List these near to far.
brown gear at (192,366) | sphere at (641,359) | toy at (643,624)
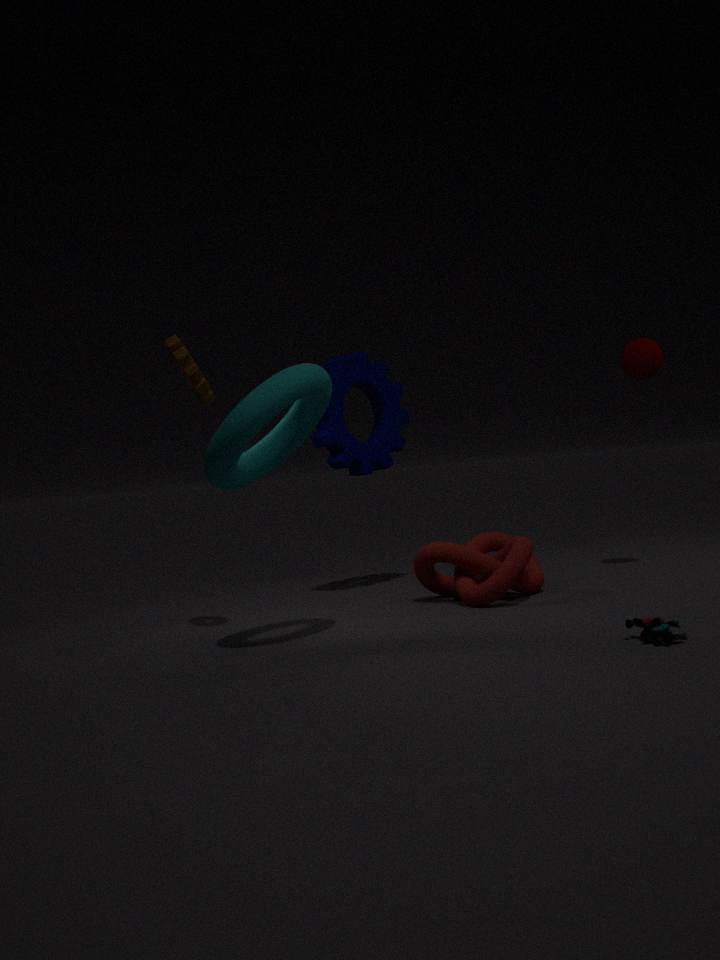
toy at (643,624) < brown gear at (192,366) < sphere at (641,359)
